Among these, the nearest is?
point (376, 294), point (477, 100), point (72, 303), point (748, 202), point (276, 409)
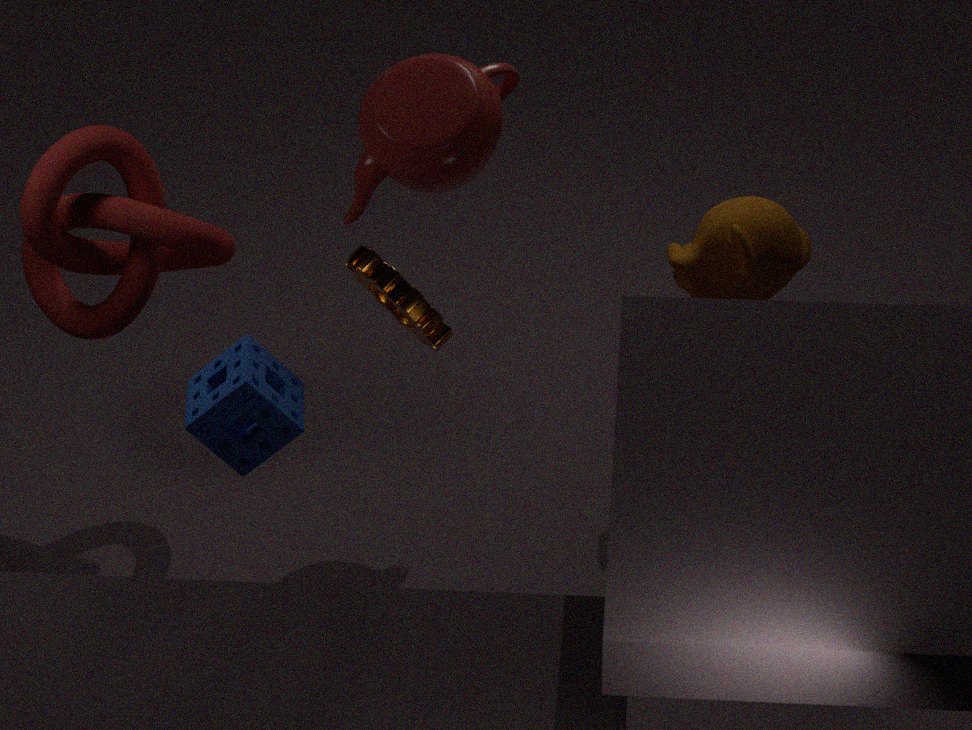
point (276, 409)
